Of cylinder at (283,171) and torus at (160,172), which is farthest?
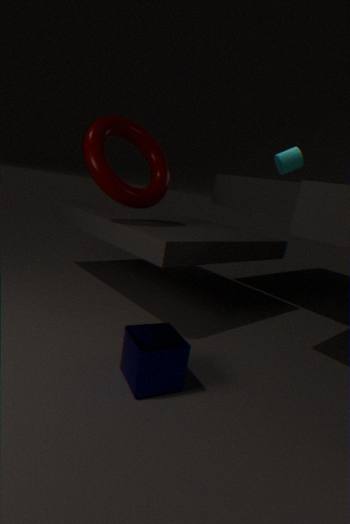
cylinder at (283,171)
